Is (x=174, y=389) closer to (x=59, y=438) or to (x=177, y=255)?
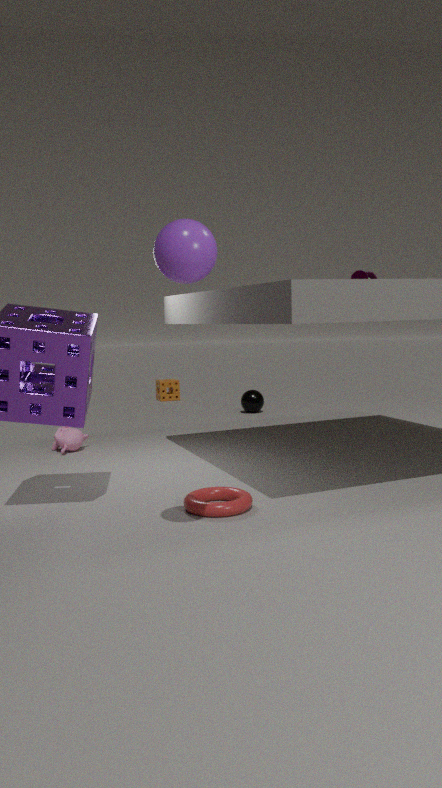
(x=59, y=438)
